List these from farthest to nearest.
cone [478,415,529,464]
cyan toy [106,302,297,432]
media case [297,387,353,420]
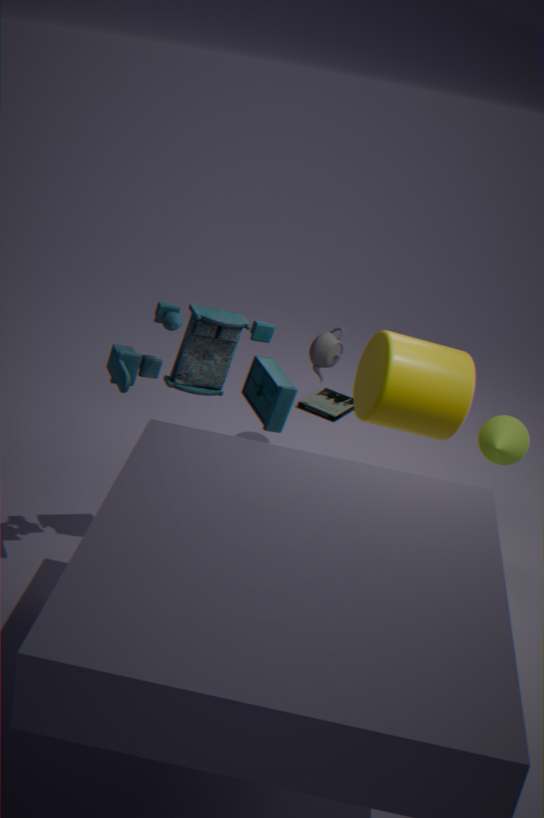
media case [297,387,353,420] < cone [478,415,529,464] < cyan toy [106,302,297,432]
